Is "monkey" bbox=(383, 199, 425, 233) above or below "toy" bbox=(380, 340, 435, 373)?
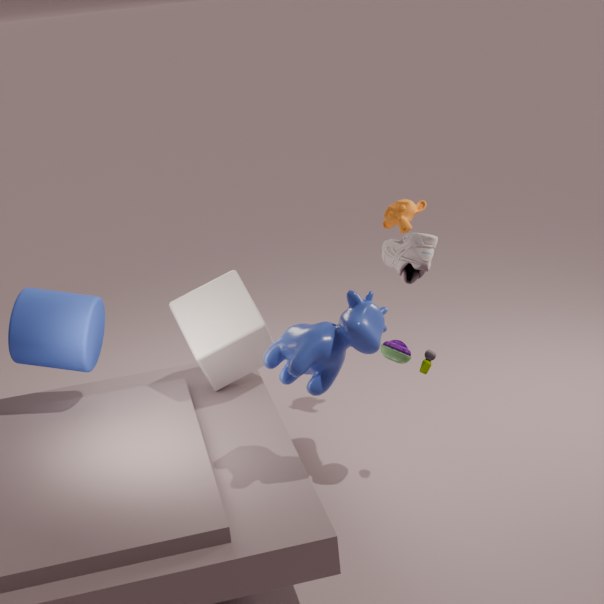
above
